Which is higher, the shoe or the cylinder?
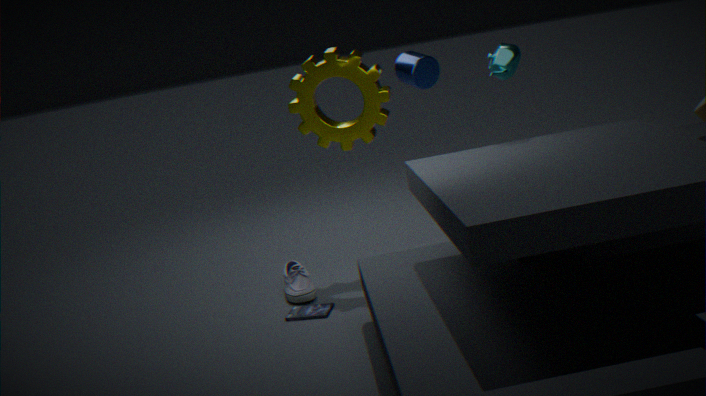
the cylinder
